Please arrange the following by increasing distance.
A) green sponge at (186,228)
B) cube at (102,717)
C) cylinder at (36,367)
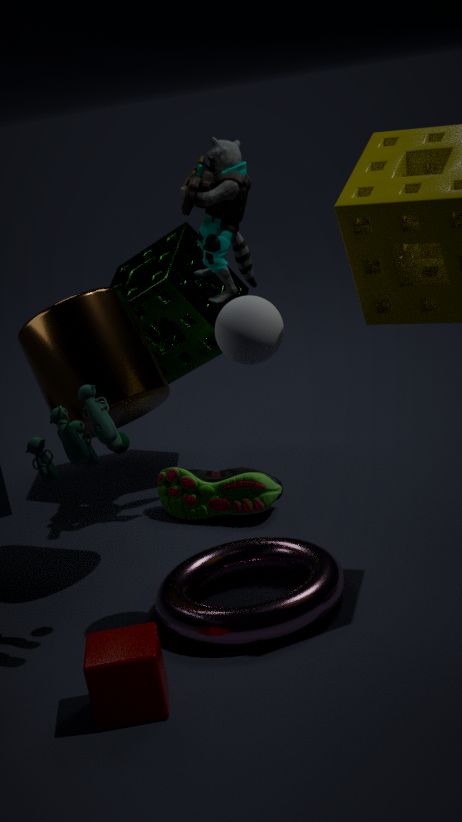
cube at (102,717)
cylinder at (36,367)
green sponge at (186,228)
